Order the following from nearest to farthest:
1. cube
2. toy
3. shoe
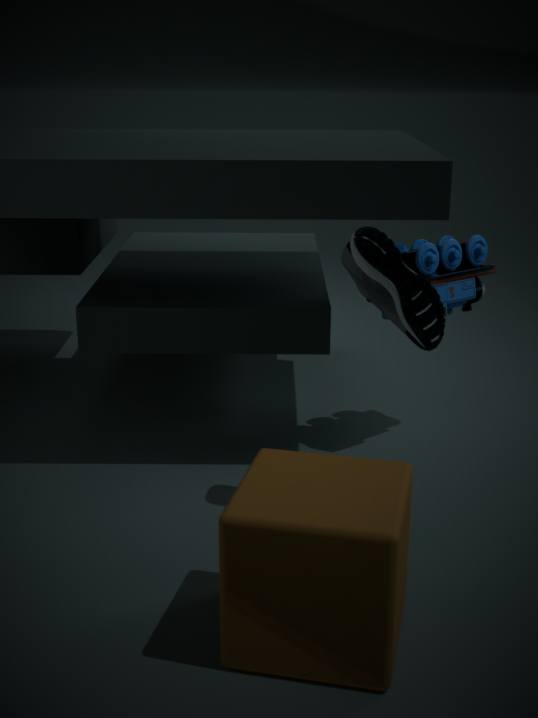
cube, shoe, toy
